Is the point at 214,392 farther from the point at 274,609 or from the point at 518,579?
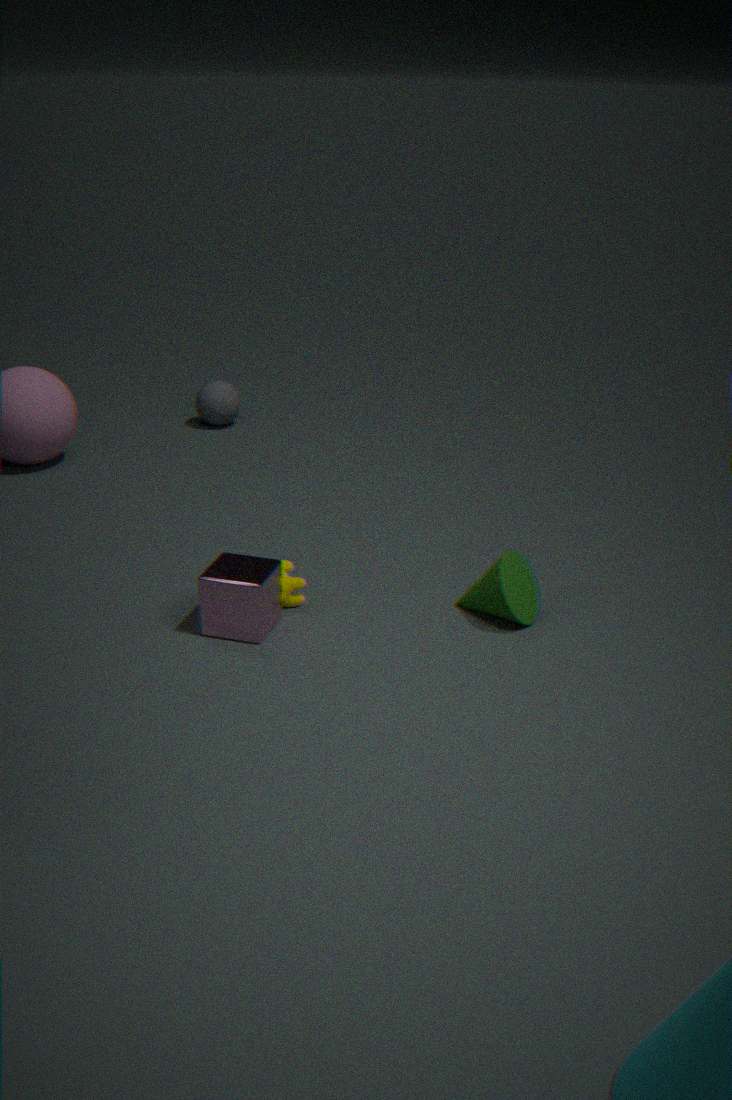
the point at 518,579
